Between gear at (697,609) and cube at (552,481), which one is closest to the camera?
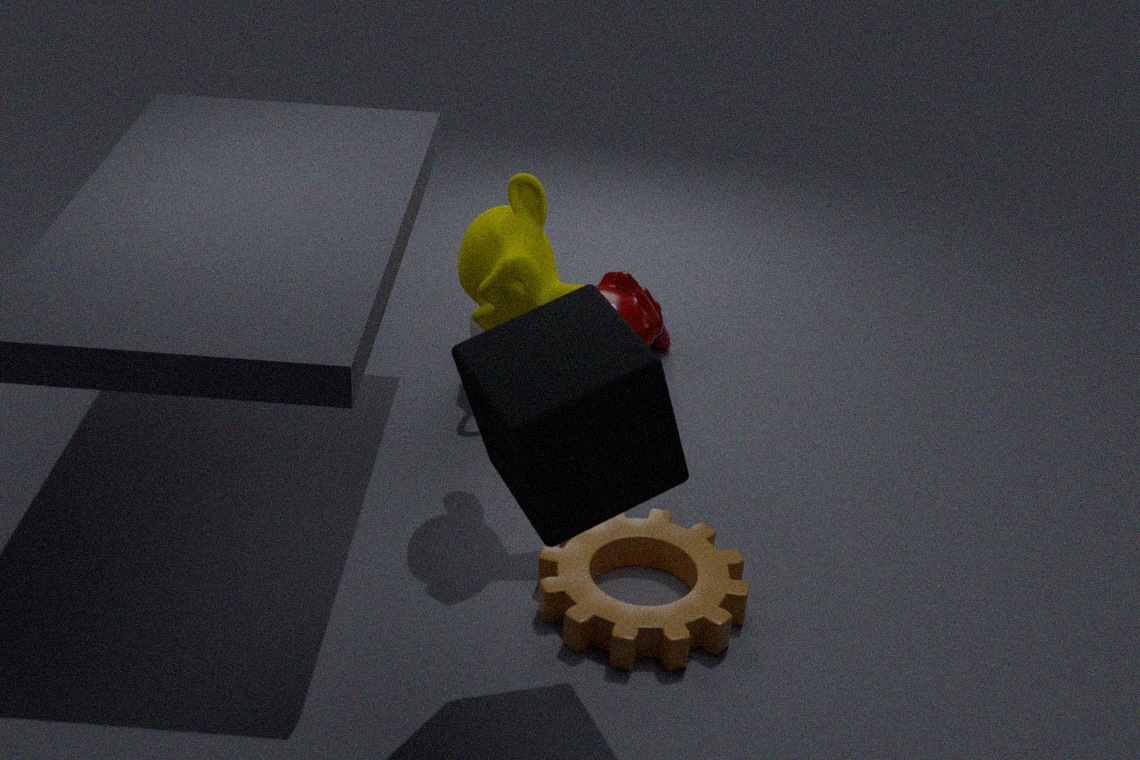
cube at (552,481)
